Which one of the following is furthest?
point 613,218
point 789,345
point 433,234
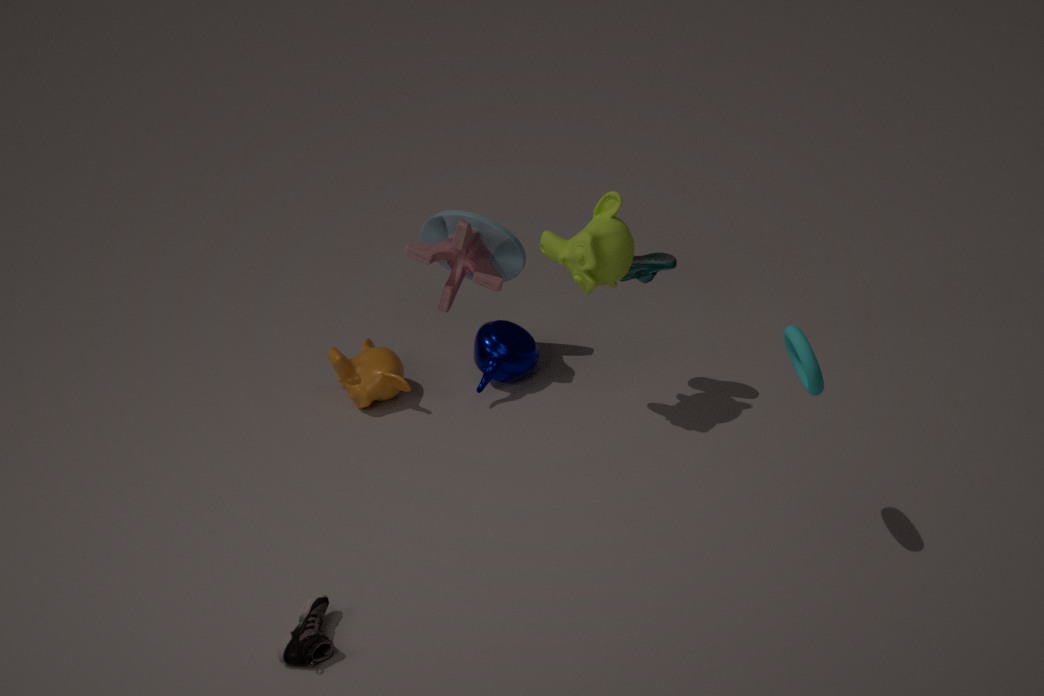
point 433,234
